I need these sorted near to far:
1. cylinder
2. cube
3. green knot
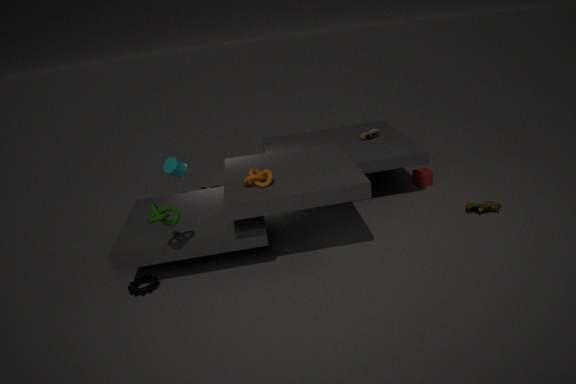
green knot, cylinder, cube
